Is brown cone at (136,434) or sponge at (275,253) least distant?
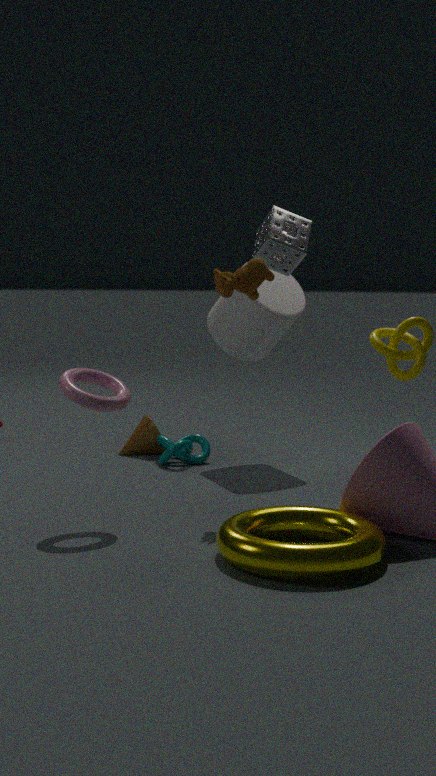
sponge at (275,253)
